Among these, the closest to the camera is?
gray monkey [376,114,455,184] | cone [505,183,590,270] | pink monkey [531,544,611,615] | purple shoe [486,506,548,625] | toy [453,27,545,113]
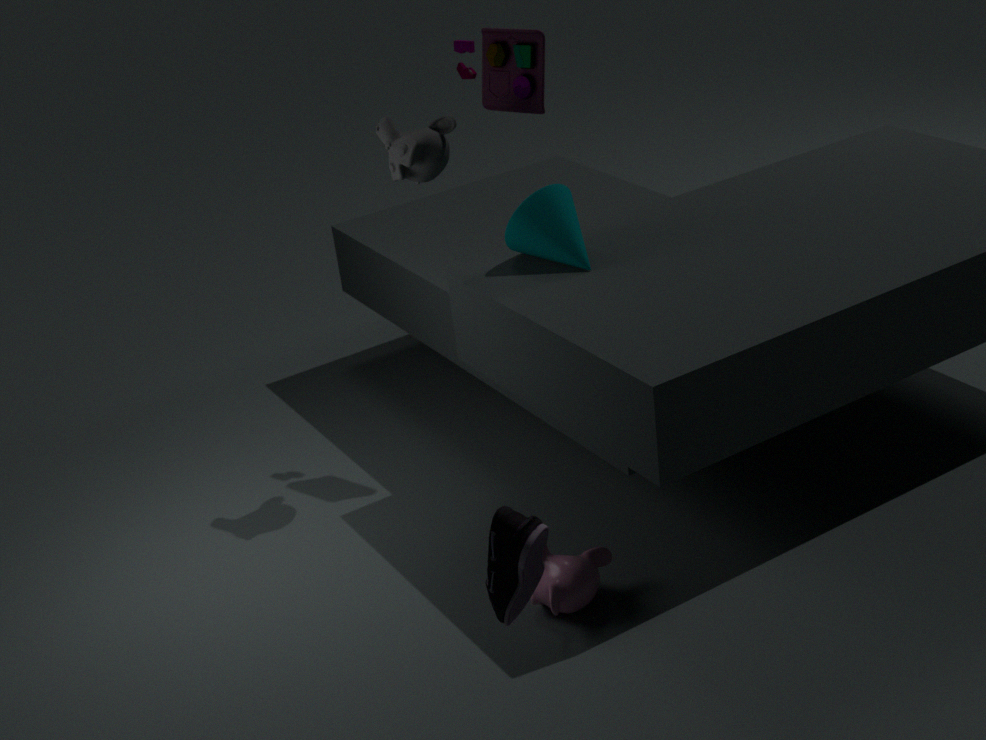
purple shoe [486,506,548,625]
